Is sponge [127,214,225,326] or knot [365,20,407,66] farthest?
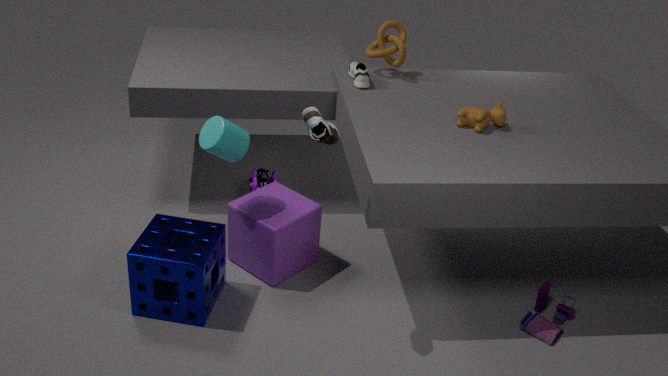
knot [365,20,407,66]
